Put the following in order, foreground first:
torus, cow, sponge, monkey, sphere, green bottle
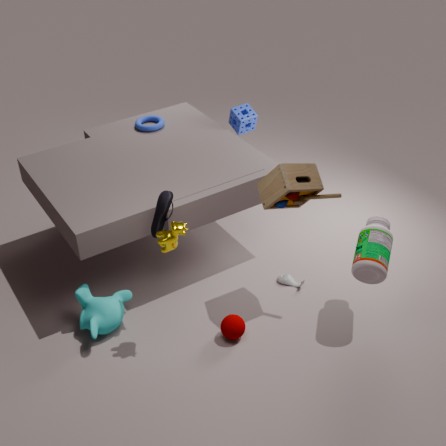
cow < green bottle < sphere < monkey < sponge < torus
